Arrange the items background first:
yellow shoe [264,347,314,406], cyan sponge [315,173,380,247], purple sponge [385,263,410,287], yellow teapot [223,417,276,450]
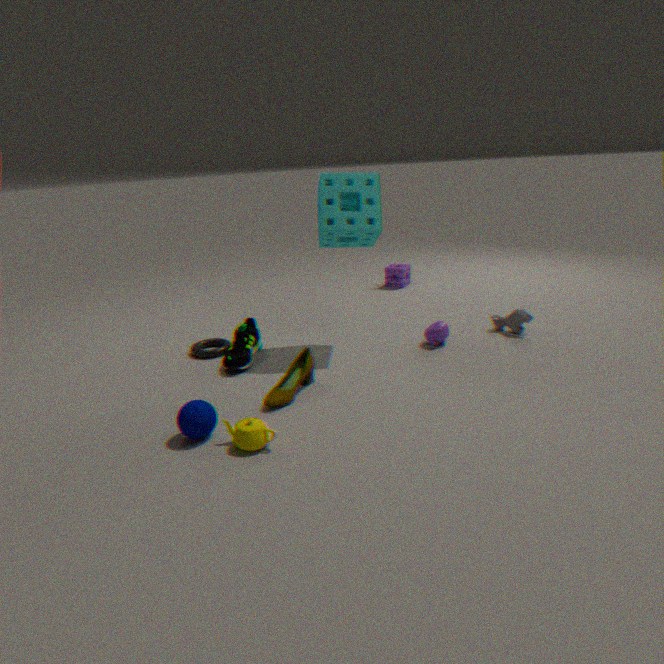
purple sponge [385,263,410,287] < cyan sponge [315,173,380,247] < yellow shoe [264,347,314,406] < yellow teapot [223,417,276,450]
